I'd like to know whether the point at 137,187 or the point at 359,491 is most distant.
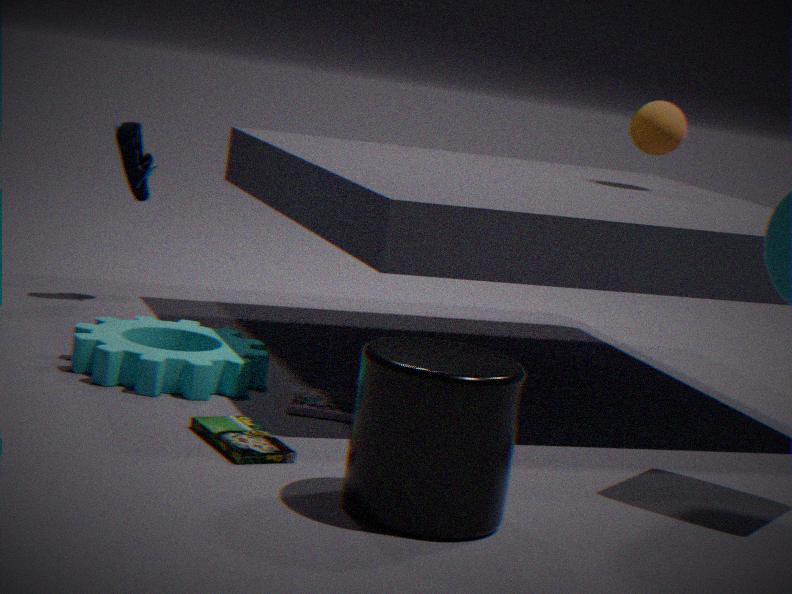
the point at 137,187
